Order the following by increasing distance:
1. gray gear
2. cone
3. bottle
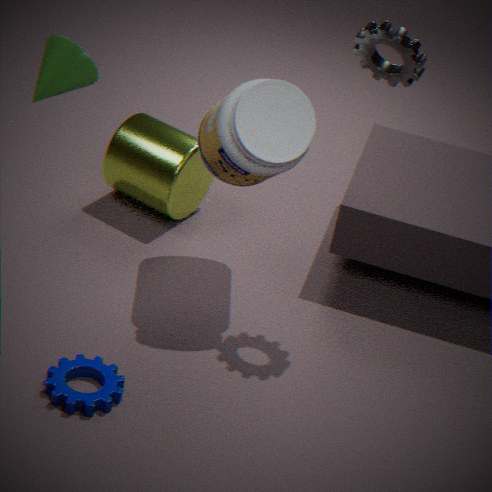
cone, gray gear, bottle
